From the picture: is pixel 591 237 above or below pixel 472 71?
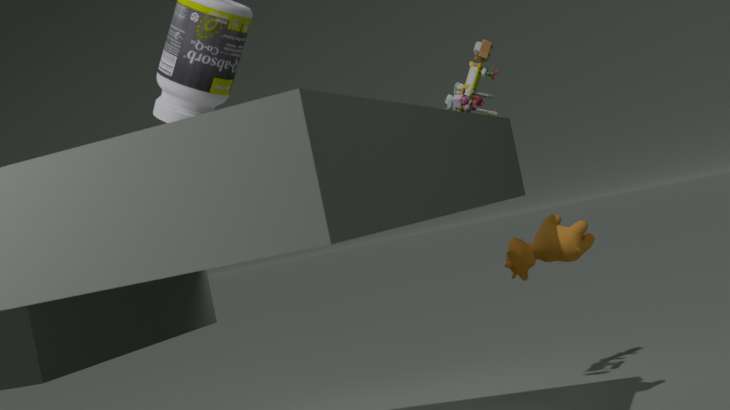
below
